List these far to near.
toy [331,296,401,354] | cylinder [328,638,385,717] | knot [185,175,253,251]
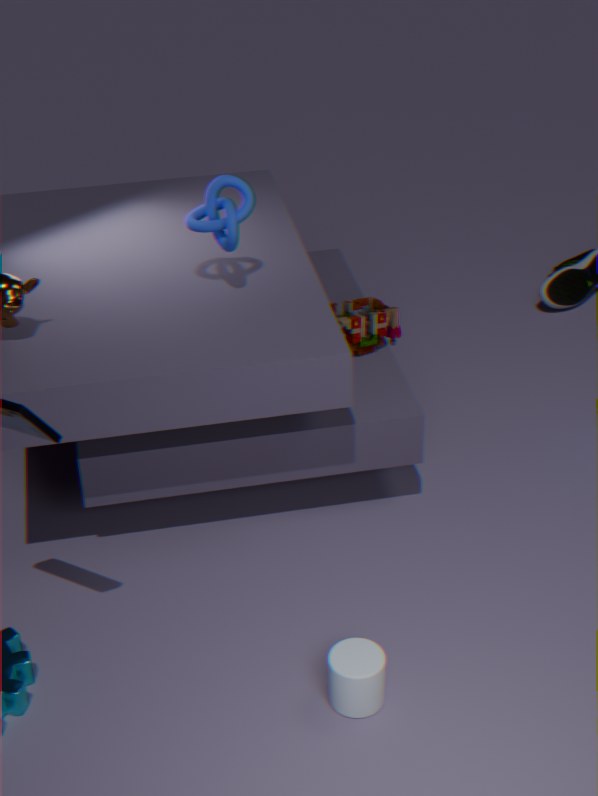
toy [331,296,401,354]
knot [185,175,253,251]
cylinder [328,638,385,717]
